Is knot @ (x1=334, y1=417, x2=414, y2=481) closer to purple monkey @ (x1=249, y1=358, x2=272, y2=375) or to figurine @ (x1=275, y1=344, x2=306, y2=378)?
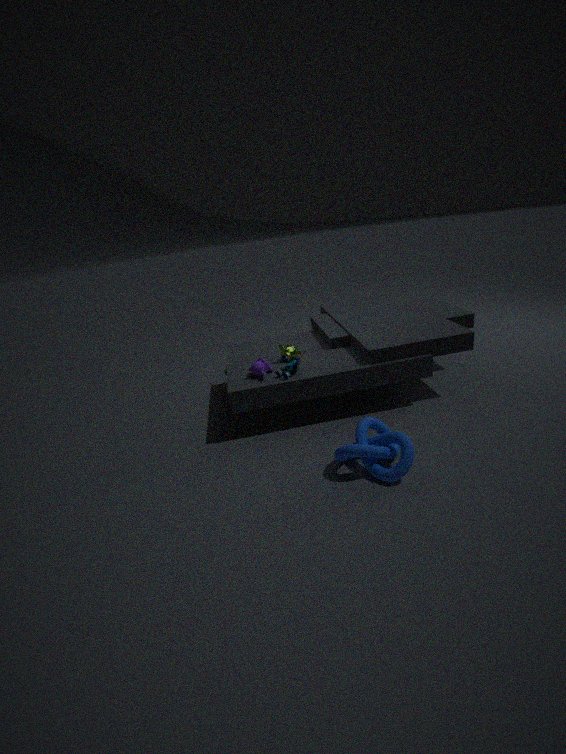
figurine @ (x1=275, y1=344, x2=306, y2=378)
